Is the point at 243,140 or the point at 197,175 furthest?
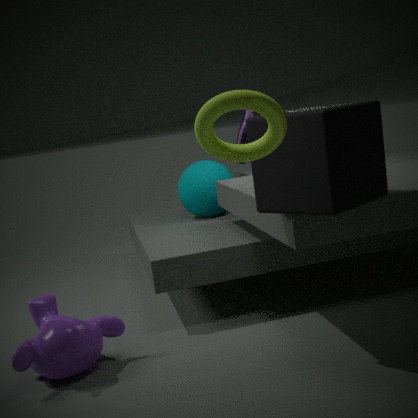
the point at 197,175
